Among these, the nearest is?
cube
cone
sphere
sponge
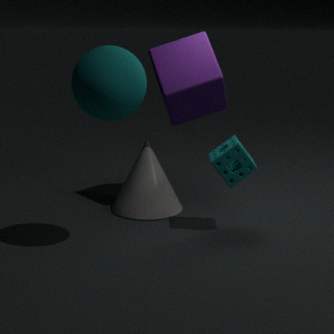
sphere
